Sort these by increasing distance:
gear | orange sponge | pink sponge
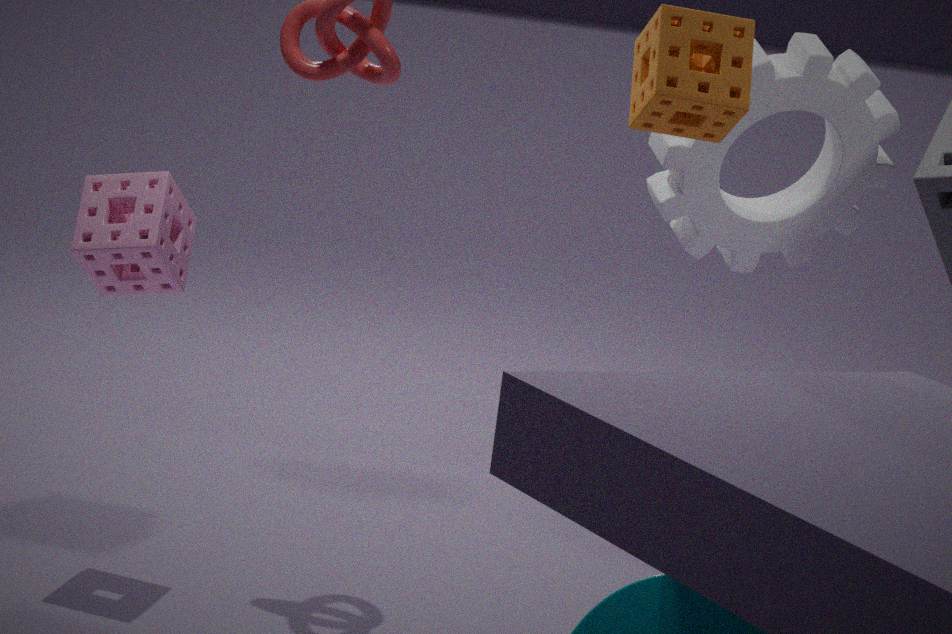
1. orange sponge
2. pink sponge
3. gear
